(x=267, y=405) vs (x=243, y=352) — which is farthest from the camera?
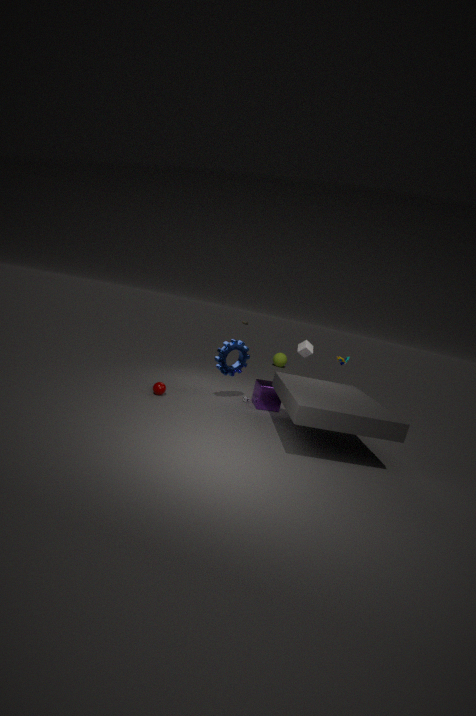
(x=243, y=352)
